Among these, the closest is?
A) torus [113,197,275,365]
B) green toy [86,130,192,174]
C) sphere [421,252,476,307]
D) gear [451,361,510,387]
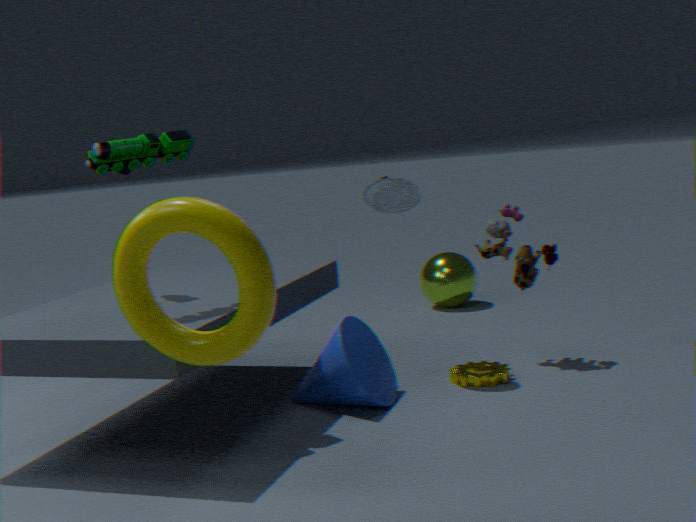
torus [113,197,275,365]
